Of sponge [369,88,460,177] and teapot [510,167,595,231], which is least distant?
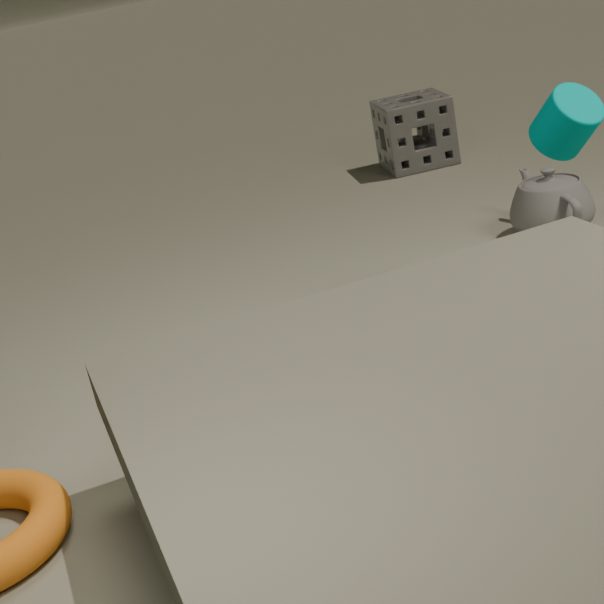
teapot [510,167,595,231]
